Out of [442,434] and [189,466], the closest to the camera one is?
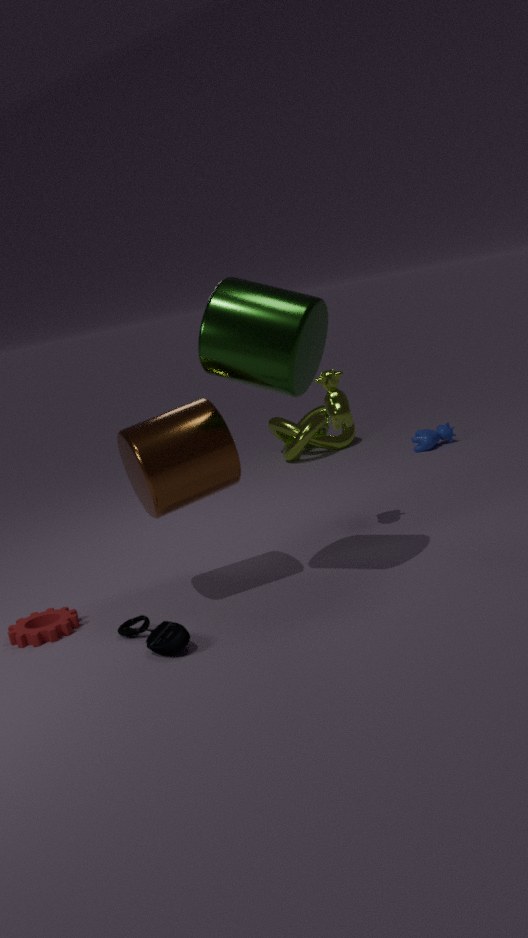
[189,466]
